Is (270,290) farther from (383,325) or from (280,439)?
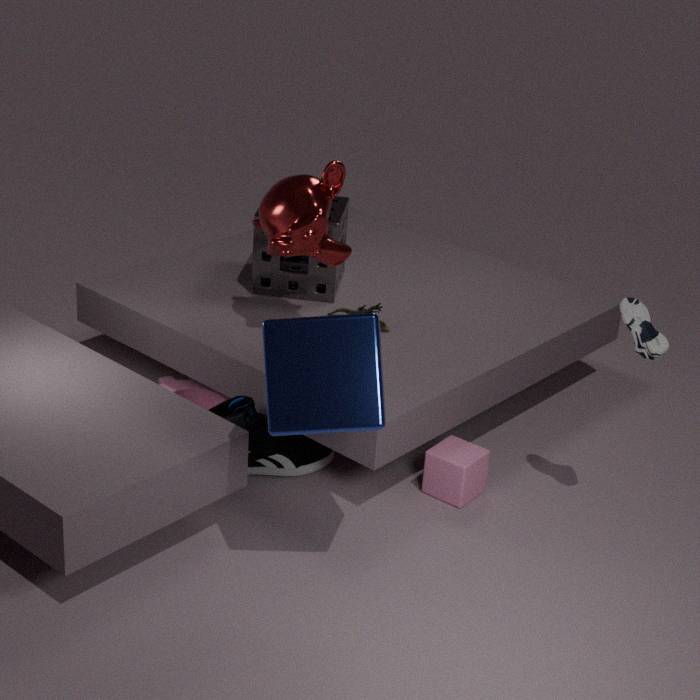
(280,439)
